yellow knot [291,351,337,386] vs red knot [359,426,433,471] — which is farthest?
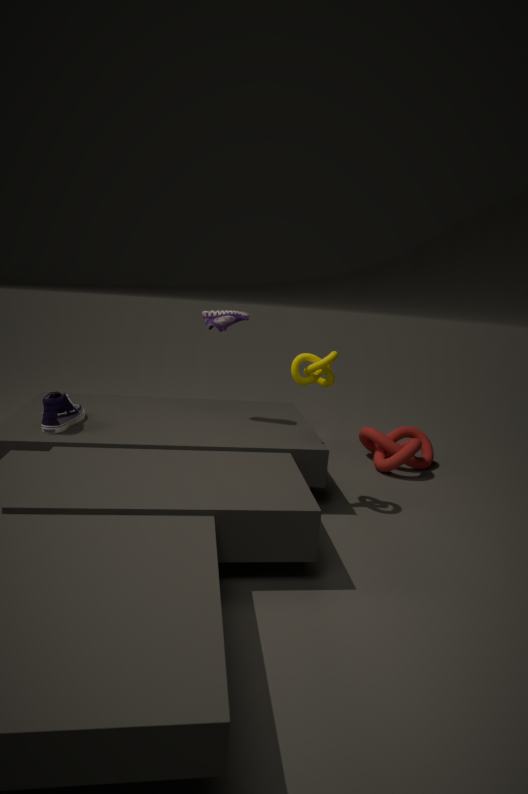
red knot [359,426,433,471]
